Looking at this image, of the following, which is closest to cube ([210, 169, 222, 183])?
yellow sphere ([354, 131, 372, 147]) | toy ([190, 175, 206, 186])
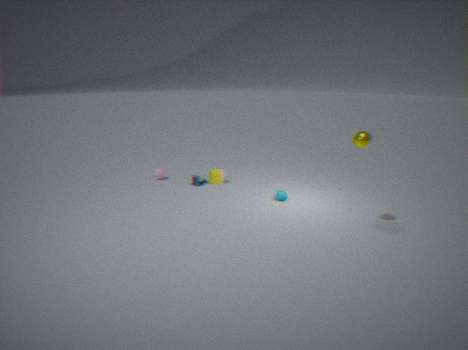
toy ([190, 175, 206, 186])
